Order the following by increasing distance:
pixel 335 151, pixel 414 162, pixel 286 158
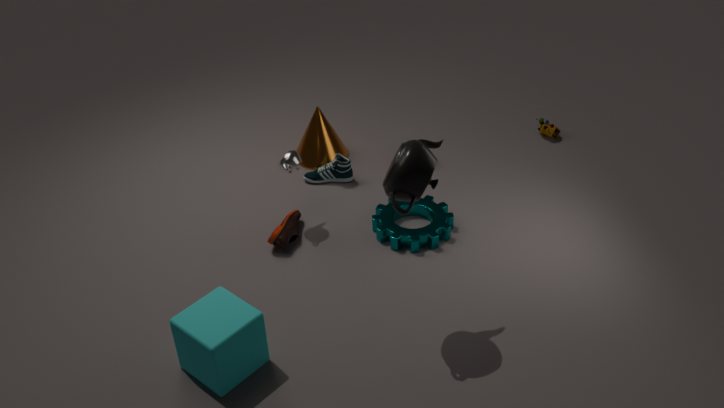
pixel 414 162 < pixel 286 158 < pixel 335 151
